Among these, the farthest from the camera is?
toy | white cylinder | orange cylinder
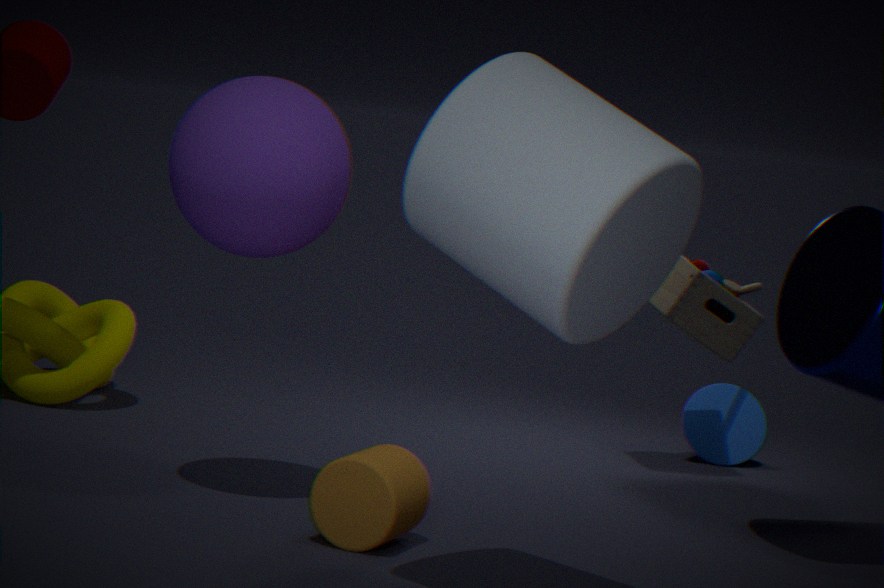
toy
